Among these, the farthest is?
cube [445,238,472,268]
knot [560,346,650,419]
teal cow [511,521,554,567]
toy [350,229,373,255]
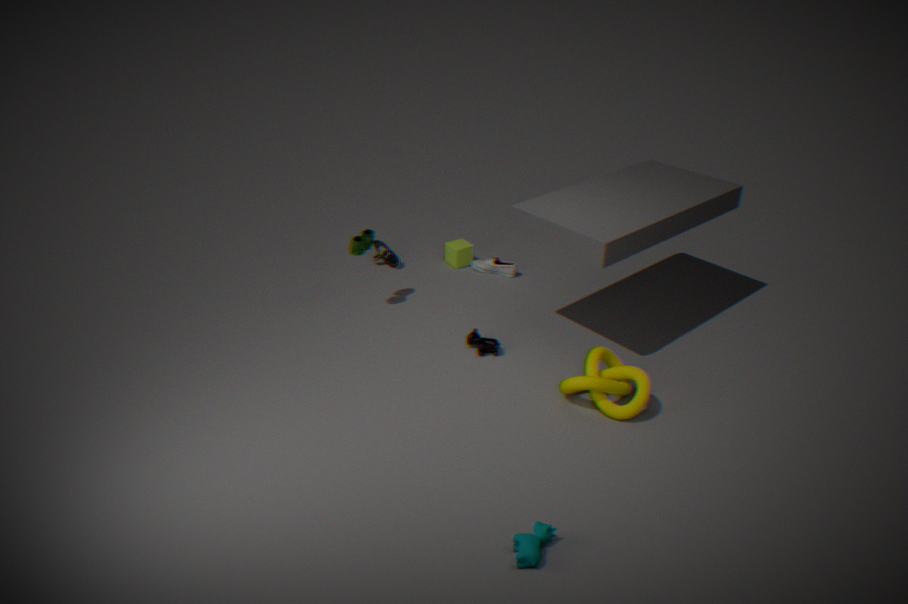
cube [445,238,472,268]
